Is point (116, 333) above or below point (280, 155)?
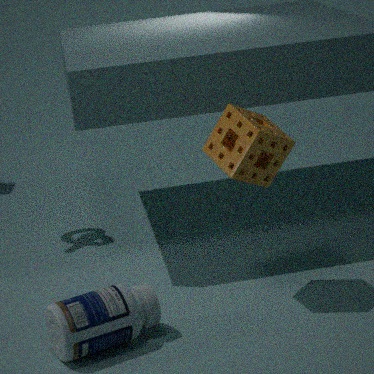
below
